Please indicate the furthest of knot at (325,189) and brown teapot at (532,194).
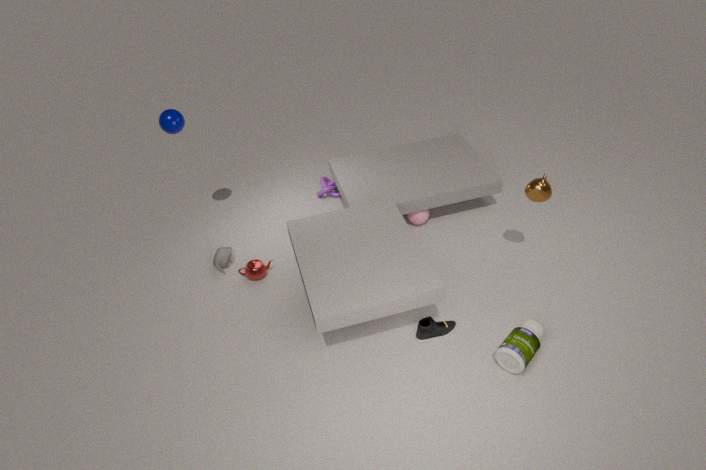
knot at (325,189)
